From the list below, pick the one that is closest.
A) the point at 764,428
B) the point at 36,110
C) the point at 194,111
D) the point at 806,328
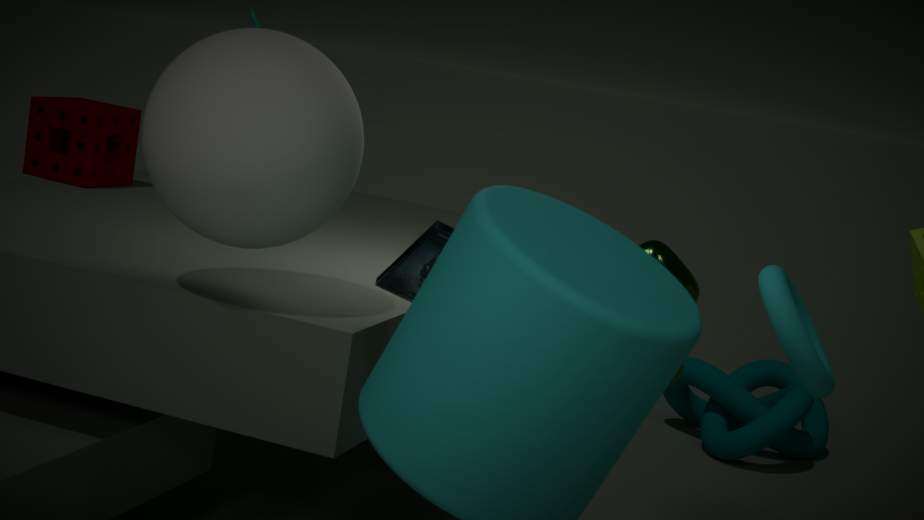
the point at 194,111
